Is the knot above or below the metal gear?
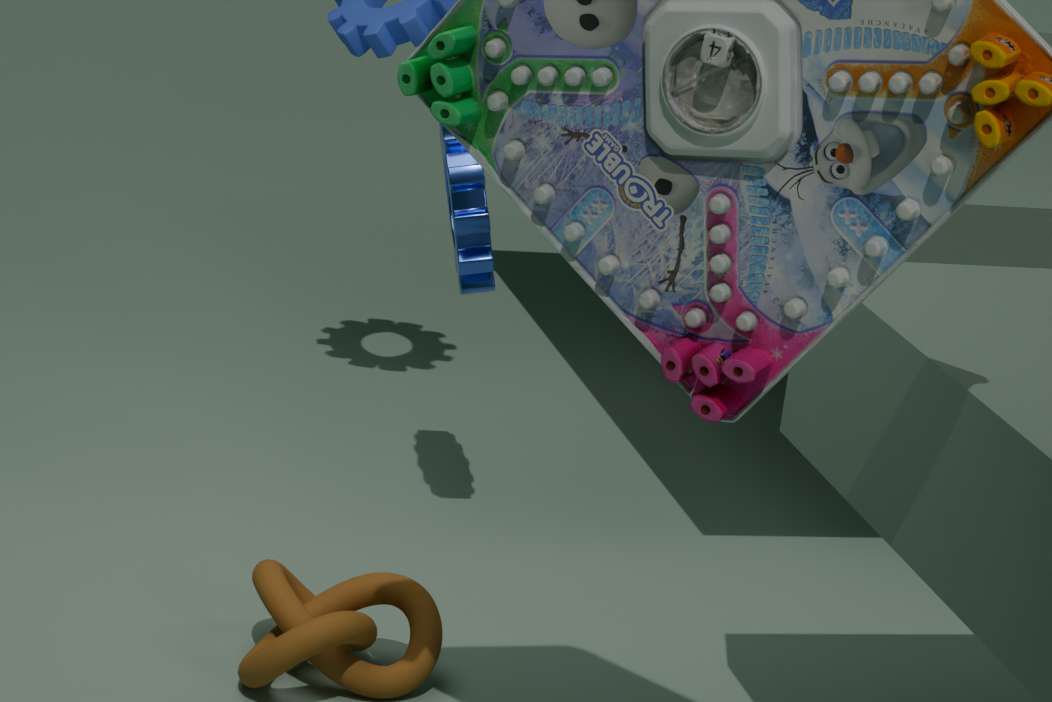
below
